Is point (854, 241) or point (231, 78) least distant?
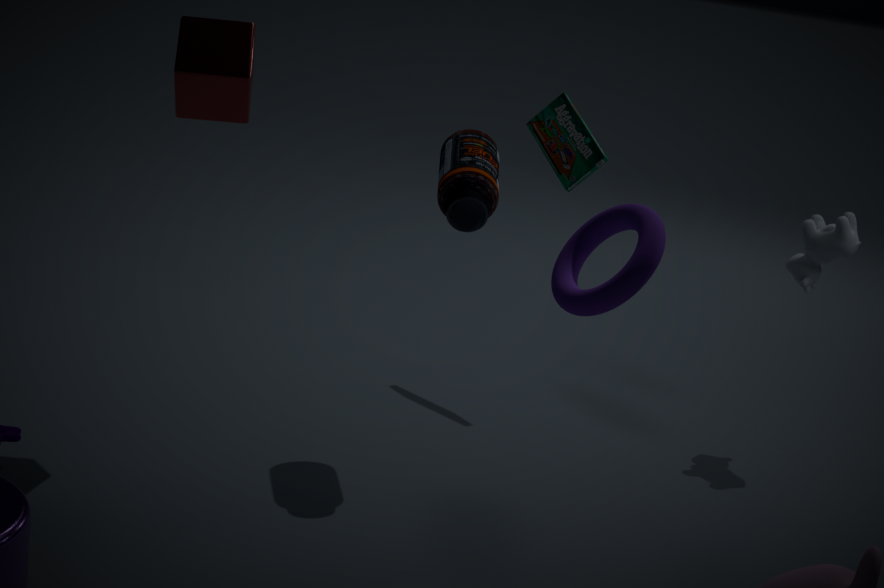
point (231, 78)
